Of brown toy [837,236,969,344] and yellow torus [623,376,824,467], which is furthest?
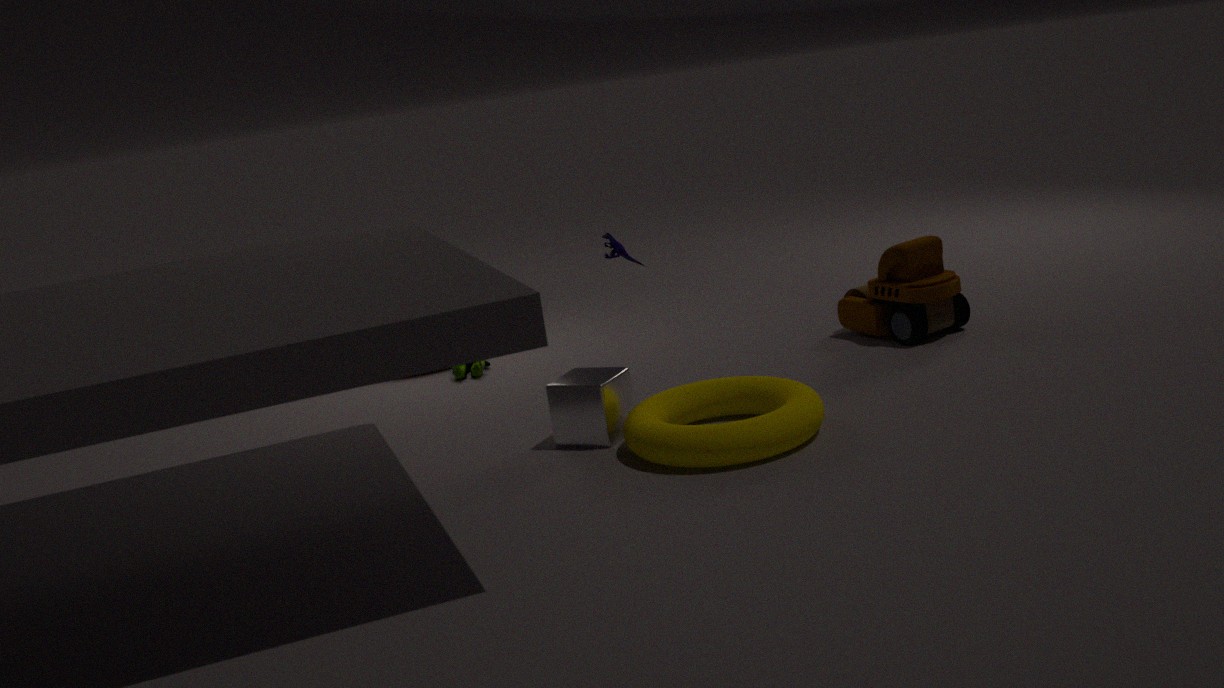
brown toy [837,236,969,344]
